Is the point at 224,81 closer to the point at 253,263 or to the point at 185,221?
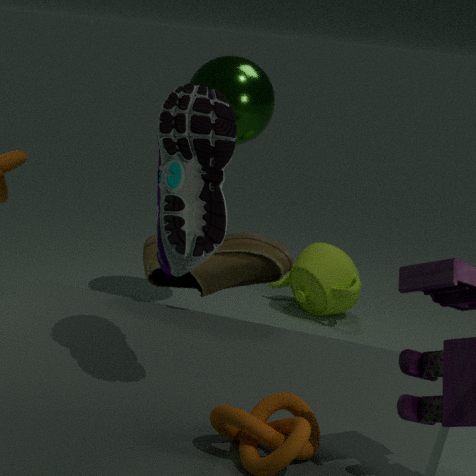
the point at 253,263
